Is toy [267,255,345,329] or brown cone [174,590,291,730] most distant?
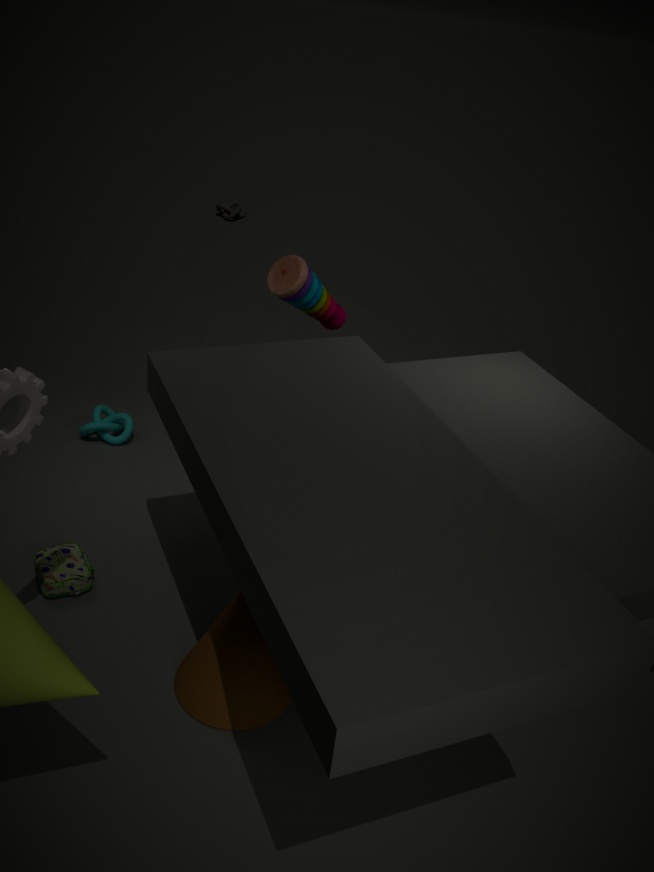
toy [267,255,345,329]
